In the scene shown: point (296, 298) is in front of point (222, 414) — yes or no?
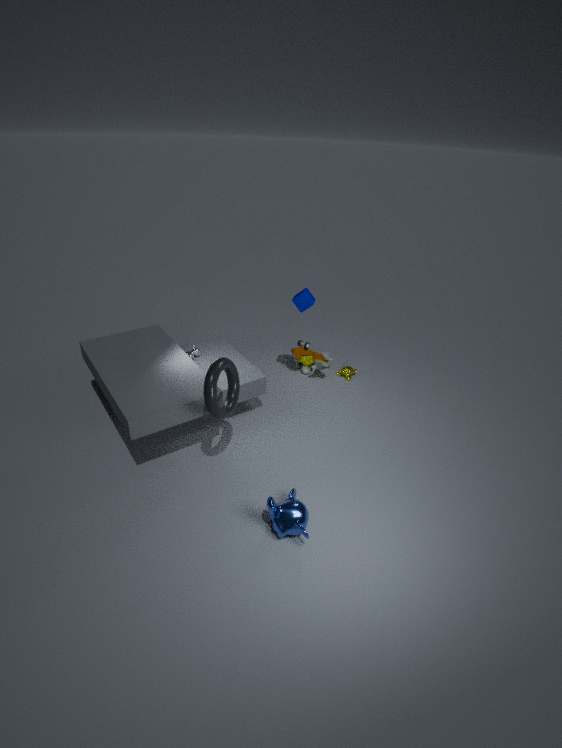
No
